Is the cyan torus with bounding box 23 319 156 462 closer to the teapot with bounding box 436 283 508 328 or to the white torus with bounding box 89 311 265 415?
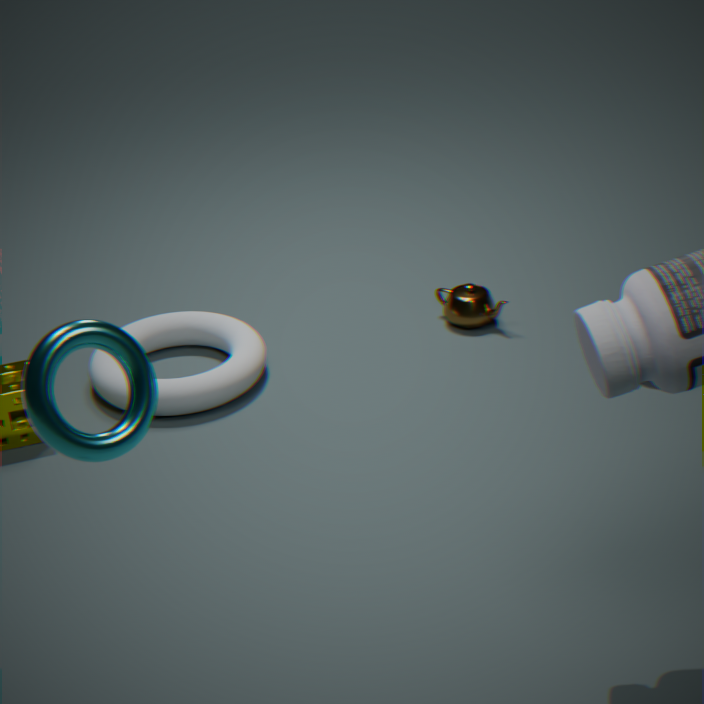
the white torus with bounding box 89 311 265 415
